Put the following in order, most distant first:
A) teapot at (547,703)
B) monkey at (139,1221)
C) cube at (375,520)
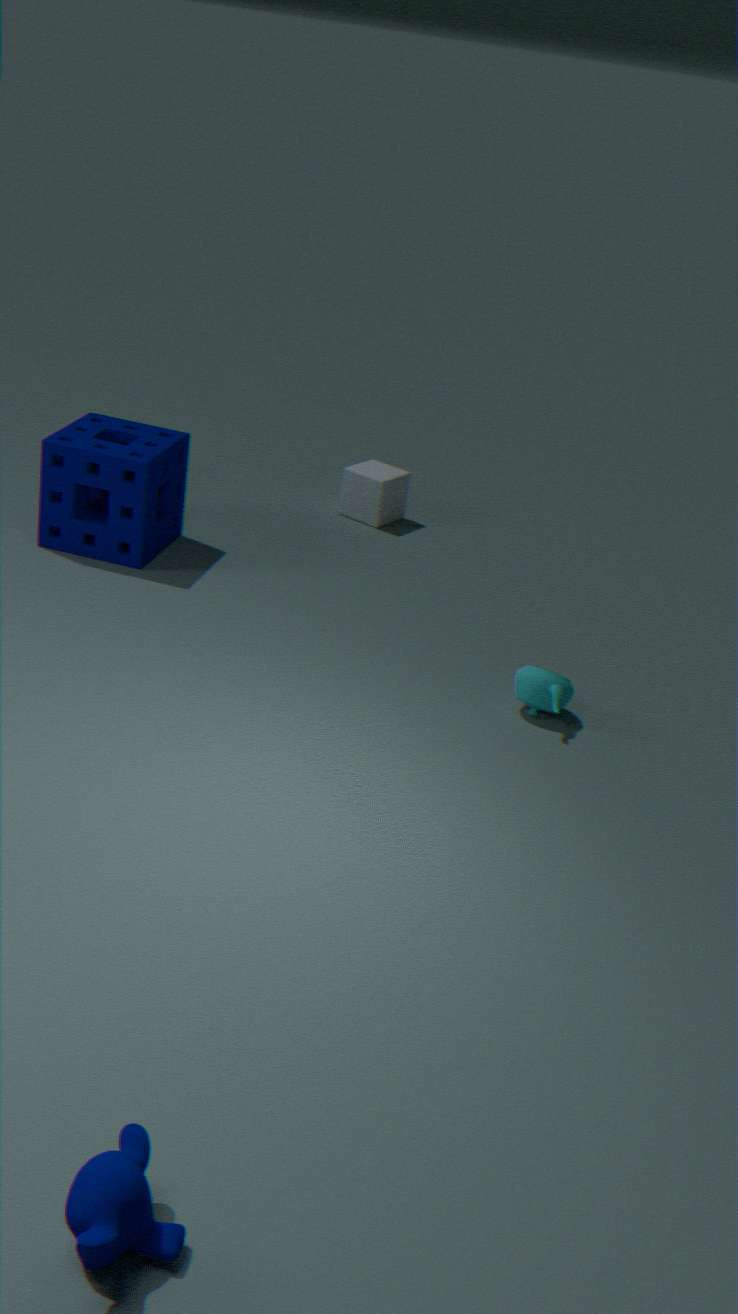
cube at (375,520)
teapot at (547,703)
monkey at (139,1221)
